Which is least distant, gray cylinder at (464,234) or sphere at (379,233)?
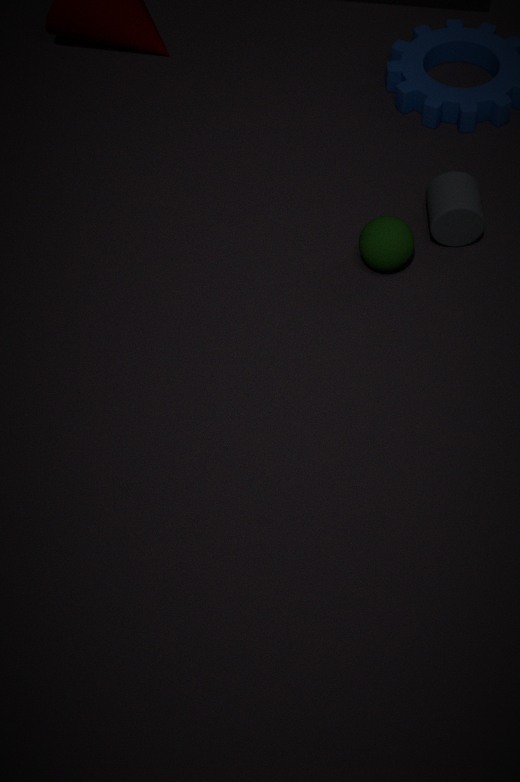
sphere at (379,233)
